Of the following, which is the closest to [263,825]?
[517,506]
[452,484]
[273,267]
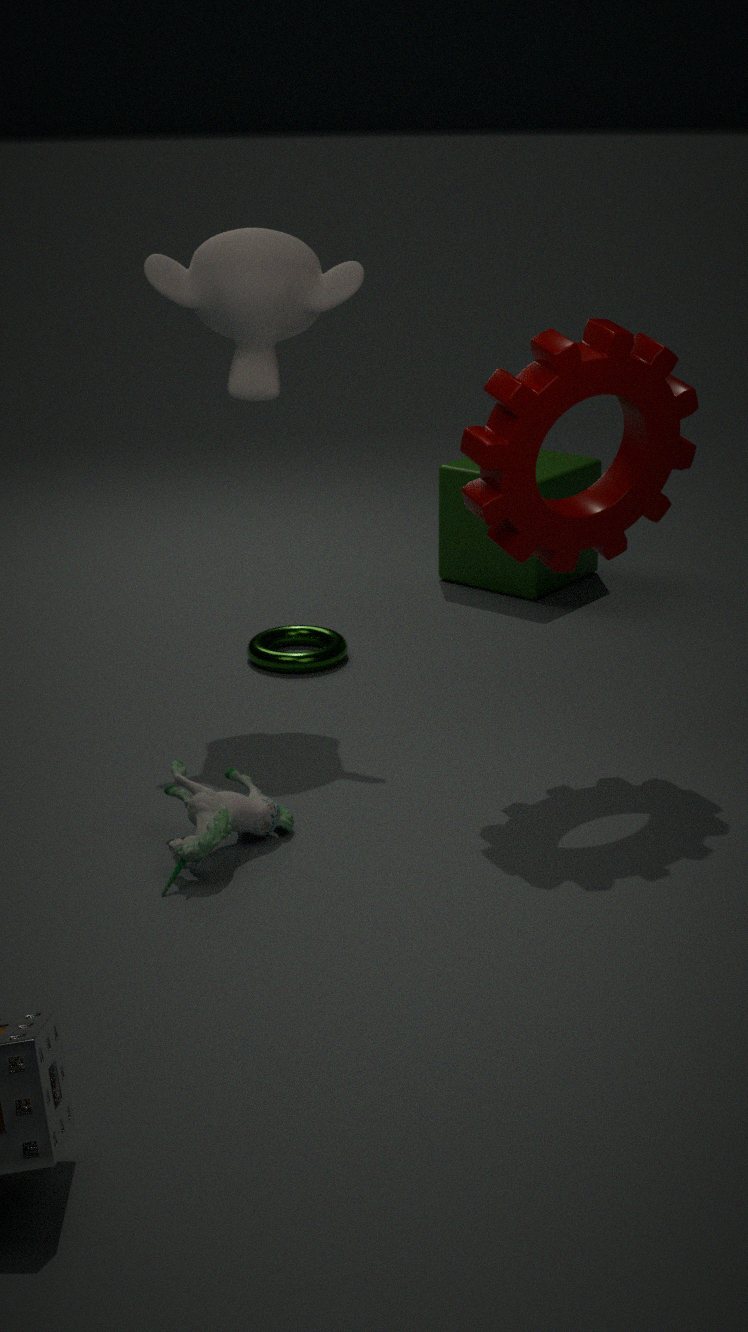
[517,506]
